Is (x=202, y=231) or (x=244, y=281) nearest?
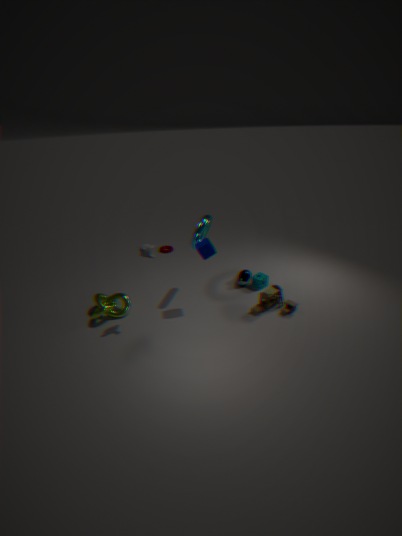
(x=202, y=231)
